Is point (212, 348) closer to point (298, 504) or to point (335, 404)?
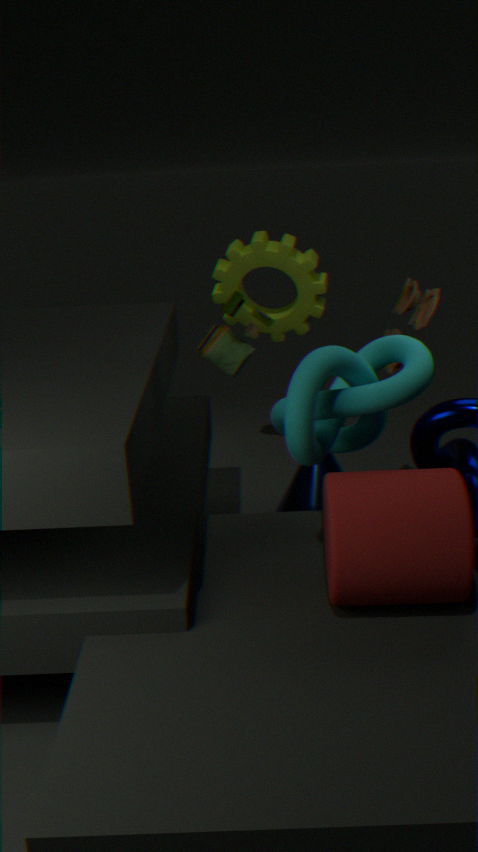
point (335, 404)
